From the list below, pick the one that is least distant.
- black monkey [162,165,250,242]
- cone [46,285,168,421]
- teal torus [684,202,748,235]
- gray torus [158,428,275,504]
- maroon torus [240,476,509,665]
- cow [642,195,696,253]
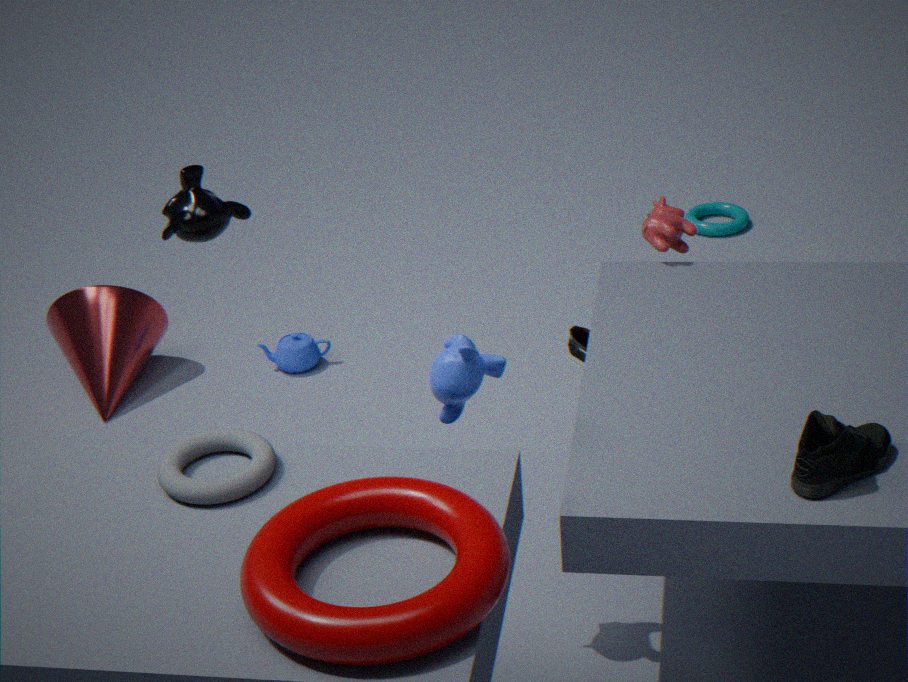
maroon torus [240,476,509,665]
